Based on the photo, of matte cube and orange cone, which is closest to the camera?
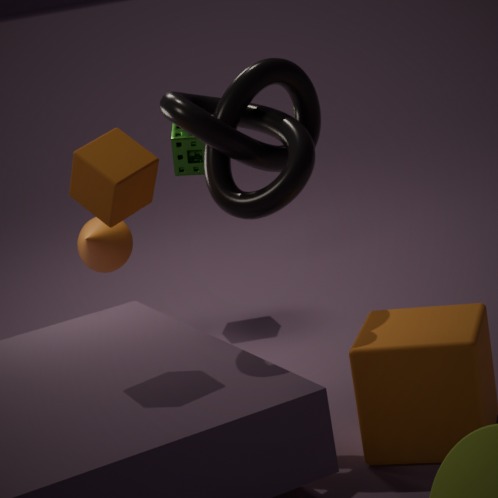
matte cube
